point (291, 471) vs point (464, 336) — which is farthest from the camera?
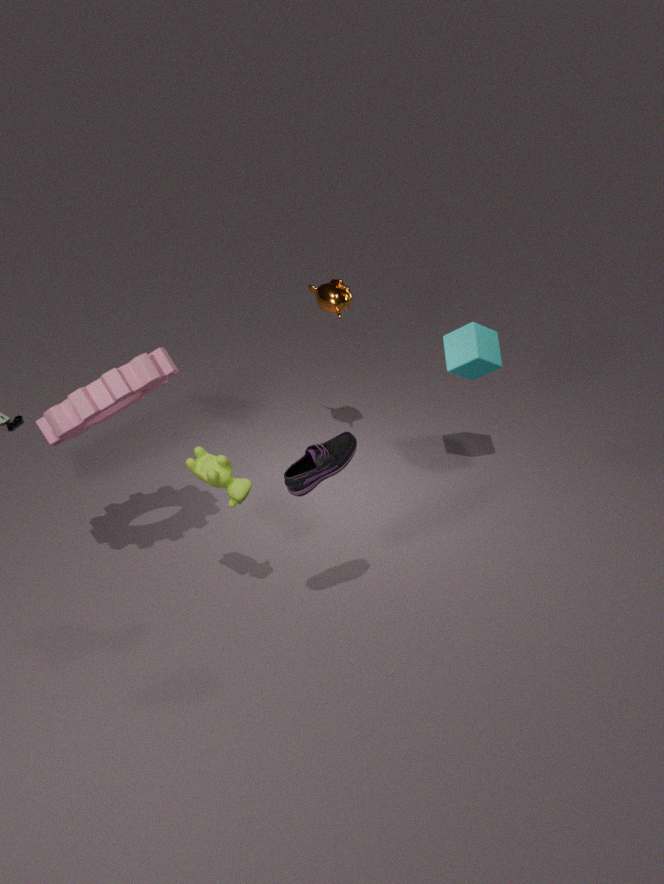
point (464, 336)
